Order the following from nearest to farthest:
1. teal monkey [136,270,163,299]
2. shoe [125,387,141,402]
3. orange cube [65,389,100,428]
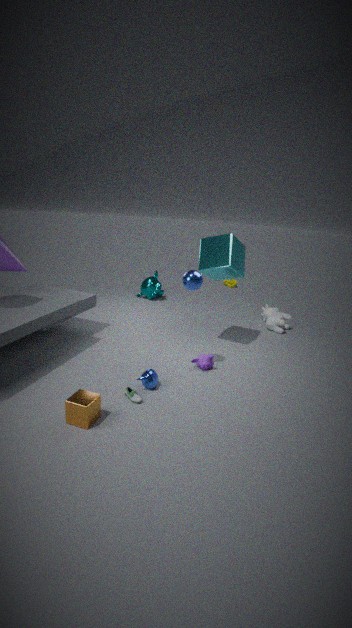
orange cube [65,389,100,428], shoe [125,387,141,402], teal monkey [136,270,163,299]
